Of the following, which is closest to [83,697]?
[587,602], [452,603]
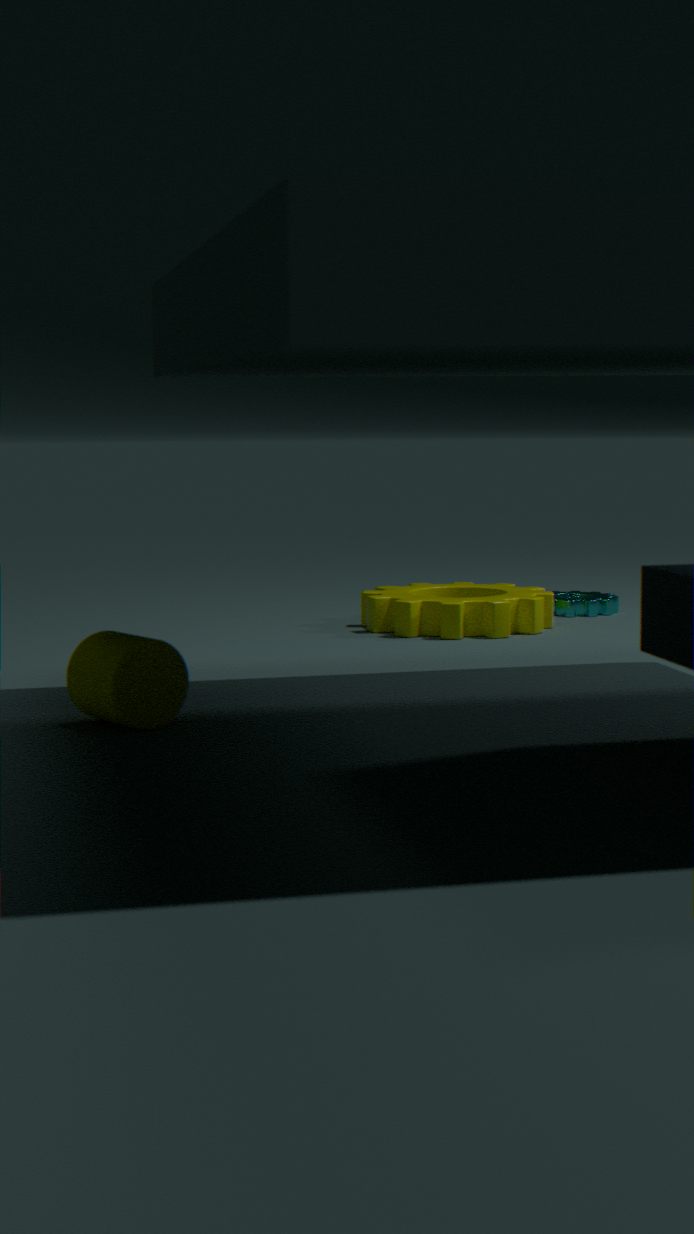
[452,603]
